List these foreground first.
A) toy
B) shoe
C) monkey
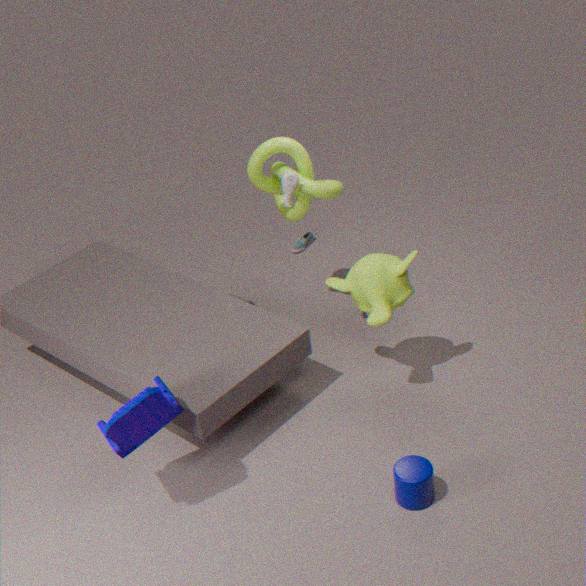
toy, monkey, shoe
